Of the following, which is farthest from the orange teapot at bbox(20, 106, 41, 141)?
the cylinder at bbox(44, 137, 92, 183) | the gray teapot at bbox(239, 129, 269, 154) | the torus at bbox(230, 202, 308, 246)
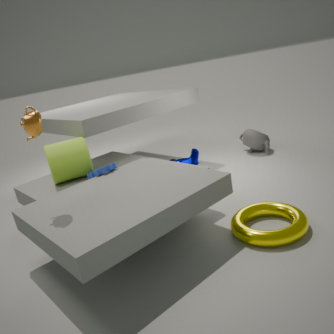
the gray teapot at bbox(239, 129, 269, 154)
